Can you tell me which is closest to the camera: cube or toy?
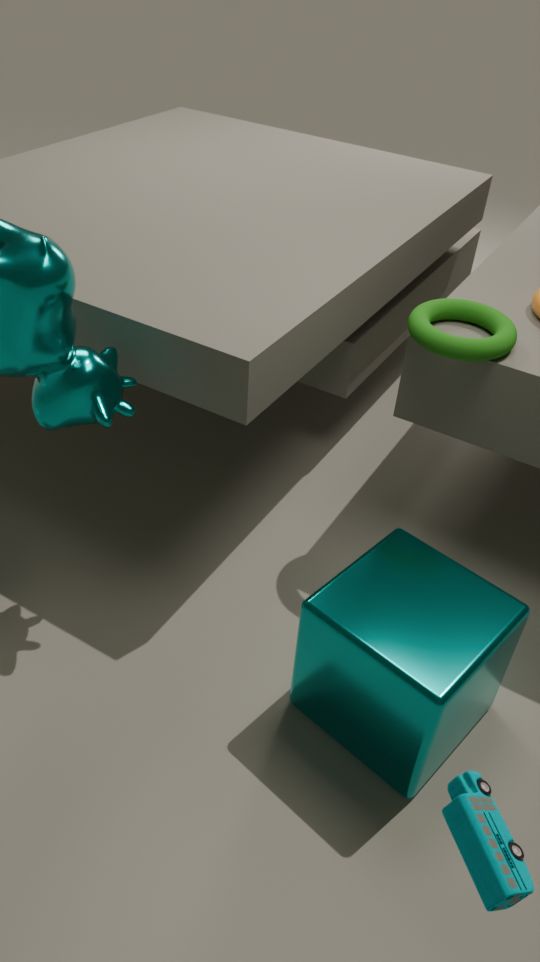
toy
